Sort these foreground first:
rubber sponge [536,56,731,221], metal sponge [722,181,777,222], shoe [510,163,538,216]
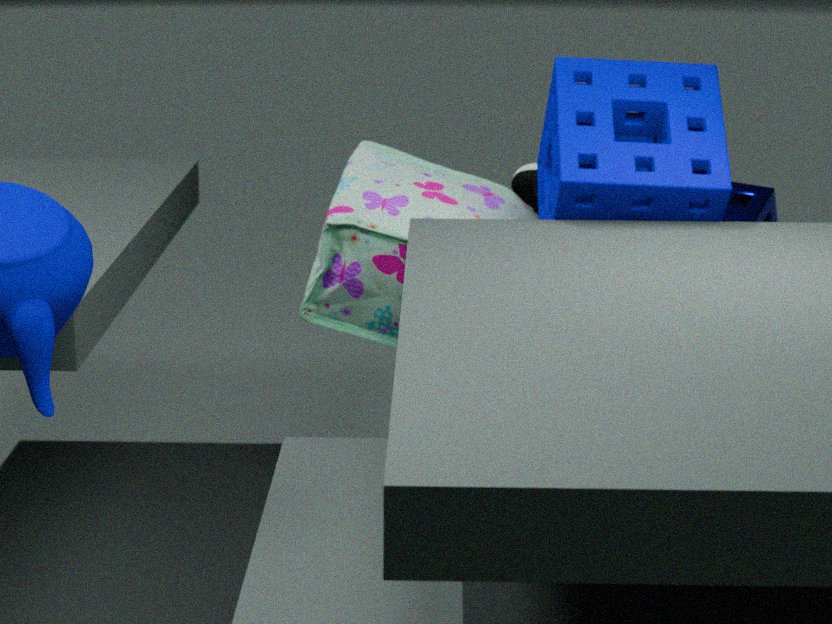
rubber sponge [536,56,731,221], metal sponge [722,181,777,222], shoe [510,163,538,216]
